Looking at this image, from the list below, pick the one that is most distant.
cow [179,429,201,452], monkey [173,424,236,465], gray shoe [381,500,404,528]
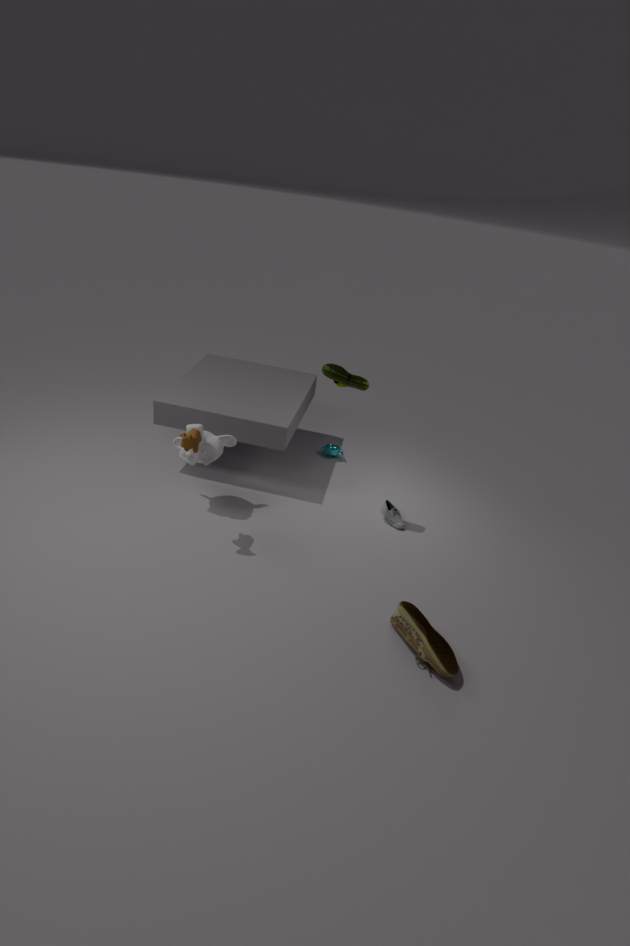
gray shoe [381,500,404,528]
